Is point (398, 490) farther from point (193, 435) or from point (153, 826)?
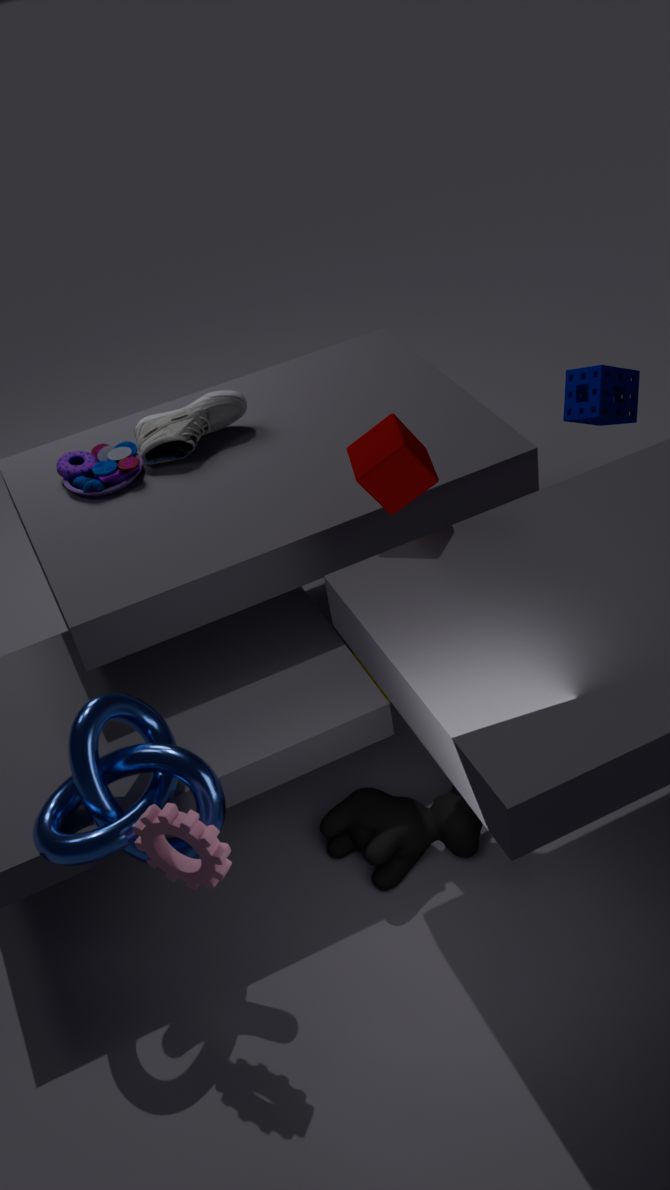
point (153, 826)
